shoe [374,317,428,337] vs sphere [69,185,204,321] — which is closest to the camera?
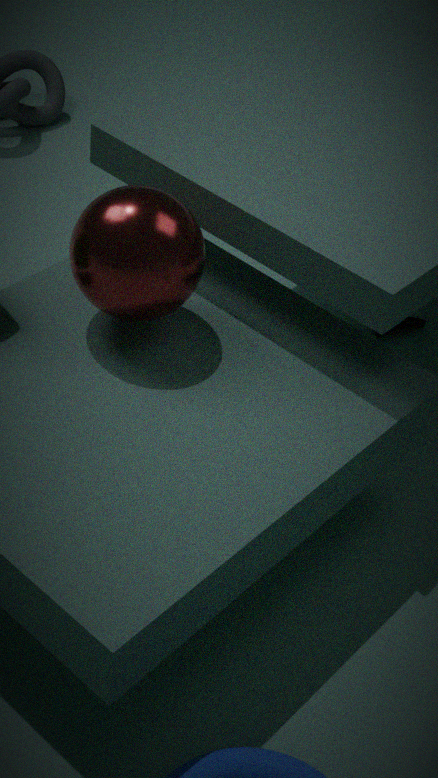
sphere [69,185,204,321]
